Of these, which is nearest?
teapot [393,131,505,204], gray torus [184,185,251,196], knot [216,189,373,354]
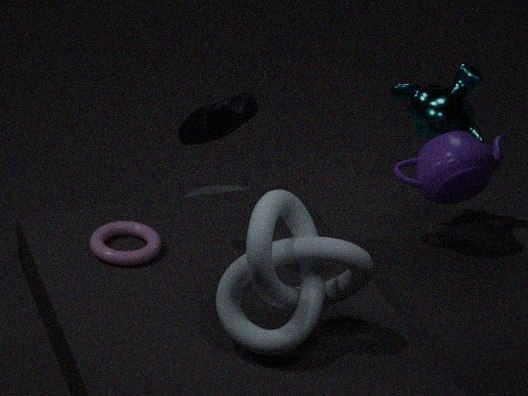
knot [216,189,373,354]
